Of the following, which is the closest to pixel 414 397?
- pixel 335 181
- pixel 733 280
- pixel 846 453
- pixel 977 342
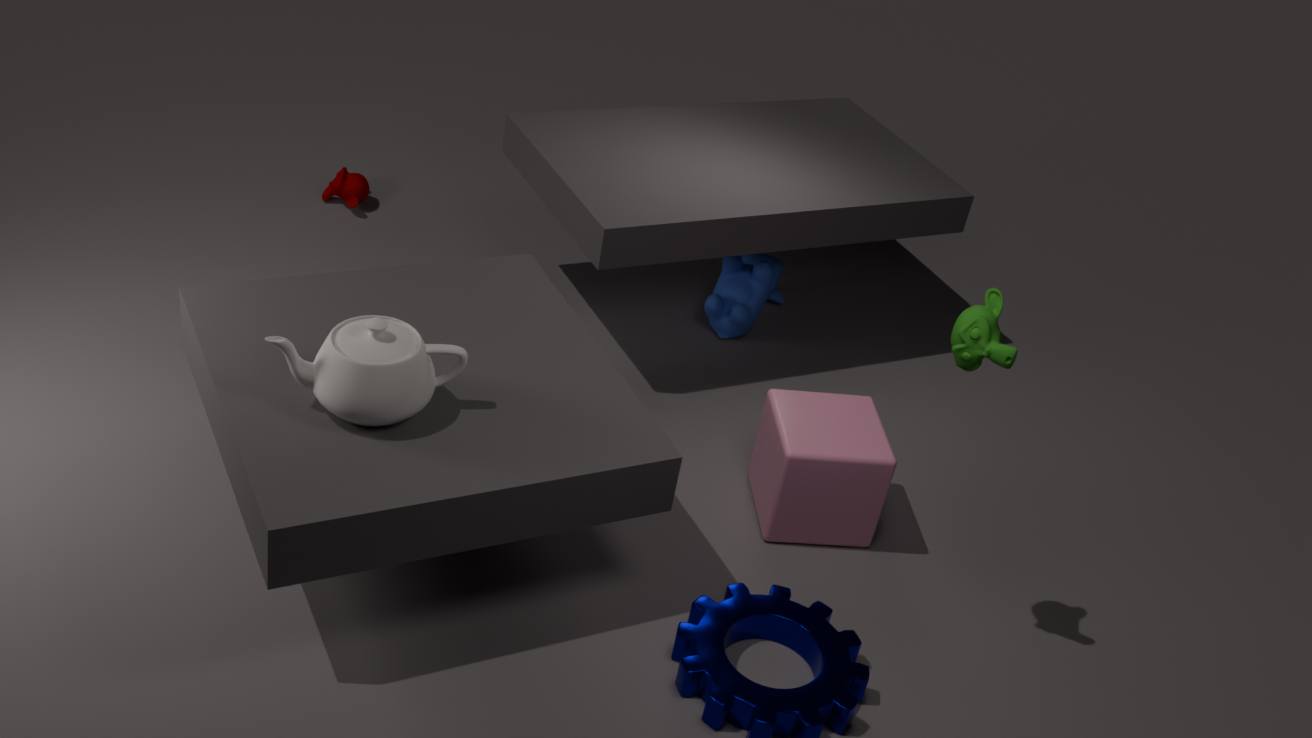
pixel 846 453
